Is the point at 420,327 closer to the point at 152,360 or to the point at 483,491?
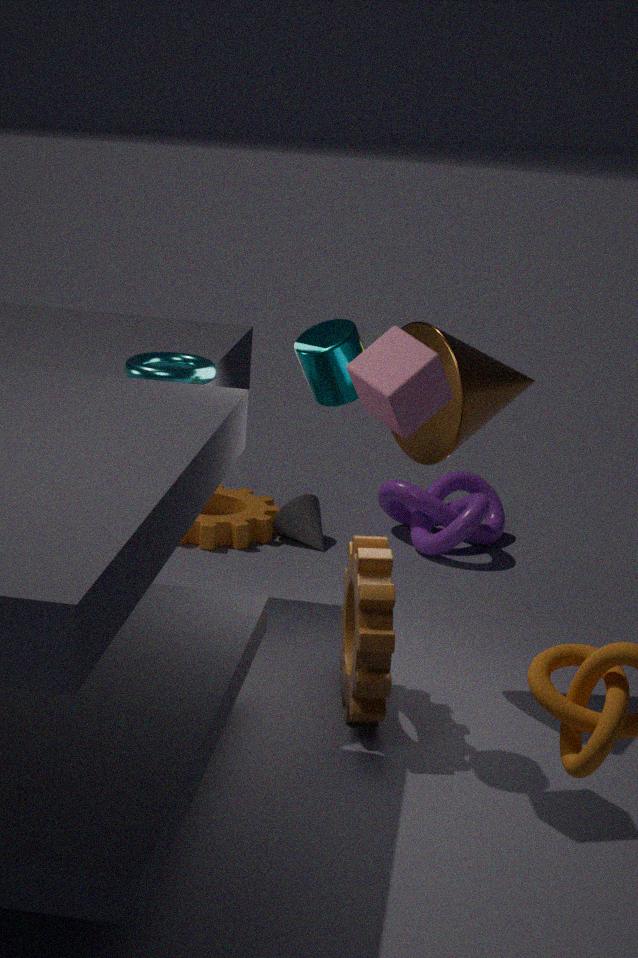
the point at 152,360
